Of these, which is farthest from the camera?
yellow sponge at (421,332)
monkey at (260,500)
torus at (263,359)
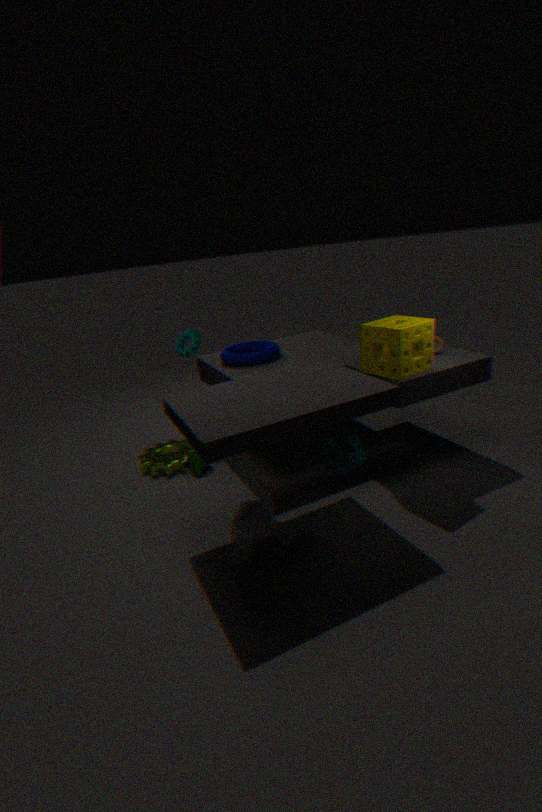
torus at (263,359)
